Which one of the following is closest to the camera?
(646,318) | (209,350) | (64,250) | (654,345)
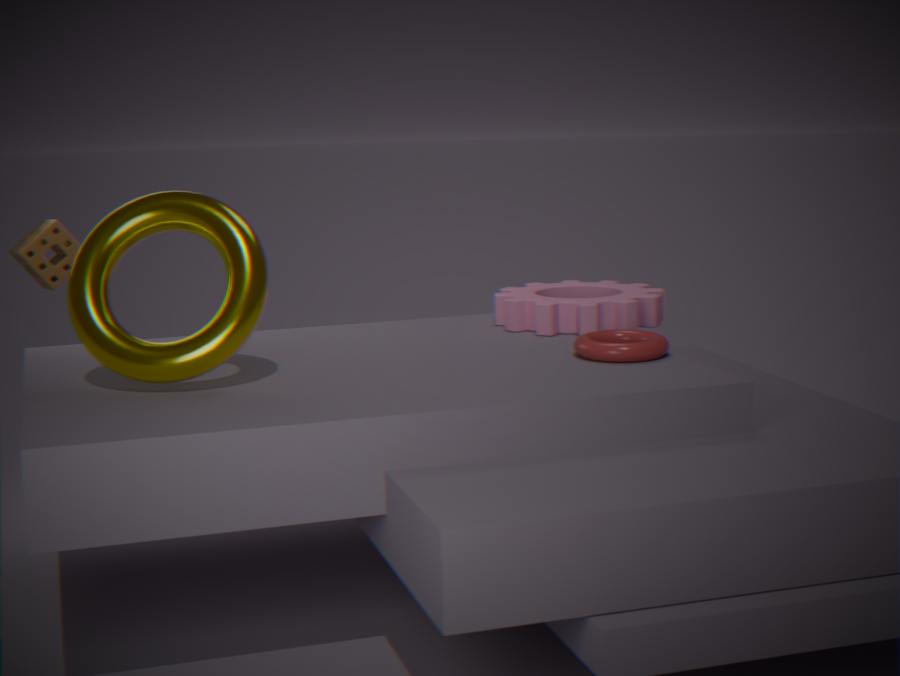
(209,350)
